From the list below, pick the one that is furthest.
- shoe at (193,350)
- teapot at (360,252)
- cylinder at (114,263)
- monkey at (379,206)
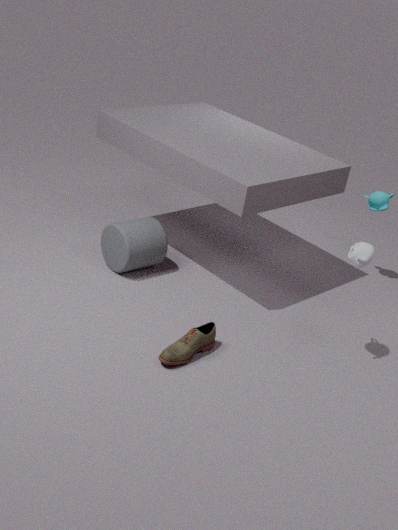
monkey at (379,206)
